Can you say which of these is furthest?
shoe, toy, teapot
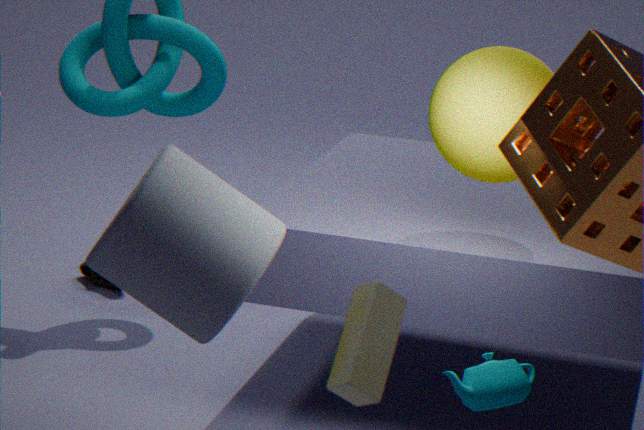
shoe
